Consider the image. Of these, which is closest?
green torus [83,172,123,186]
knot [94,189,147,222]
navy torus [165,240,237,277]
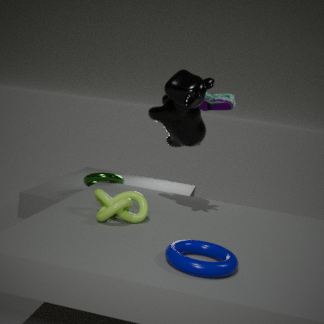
navy torus [165,240,237,277]
